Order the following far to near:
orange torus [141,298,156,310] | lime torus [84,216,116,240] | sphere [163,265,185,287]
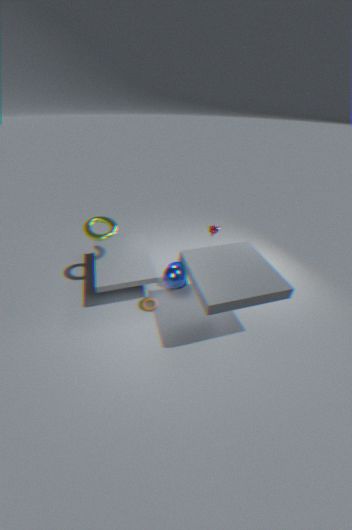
1. lime torus [84,216,116,240]
2. orange torus [141,298,156,310]
3. sphere [163,265,185,287]
